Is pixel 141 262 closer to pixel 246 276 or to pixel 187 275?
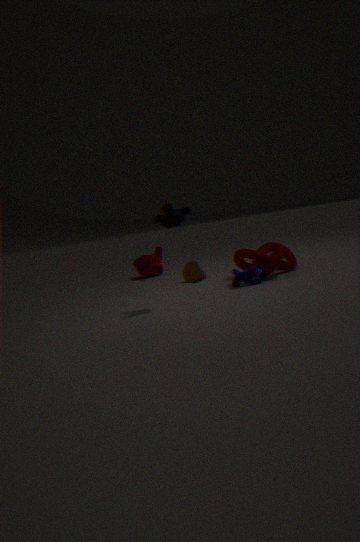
pixel 187 275
